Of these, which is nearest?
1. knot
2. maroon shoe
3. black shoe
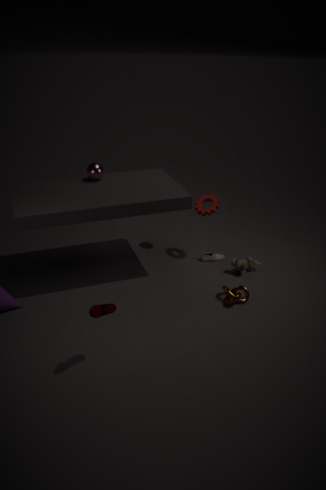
maroon shoe
